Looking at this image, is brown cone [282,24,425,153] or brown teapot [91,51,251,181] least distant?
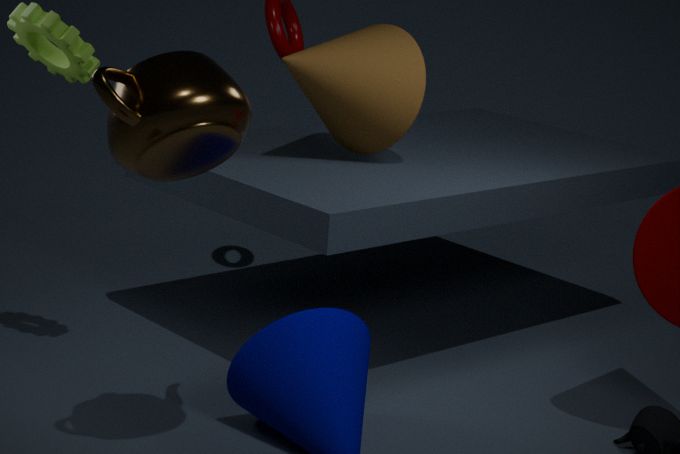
brown teapot [91,51,251,181]
